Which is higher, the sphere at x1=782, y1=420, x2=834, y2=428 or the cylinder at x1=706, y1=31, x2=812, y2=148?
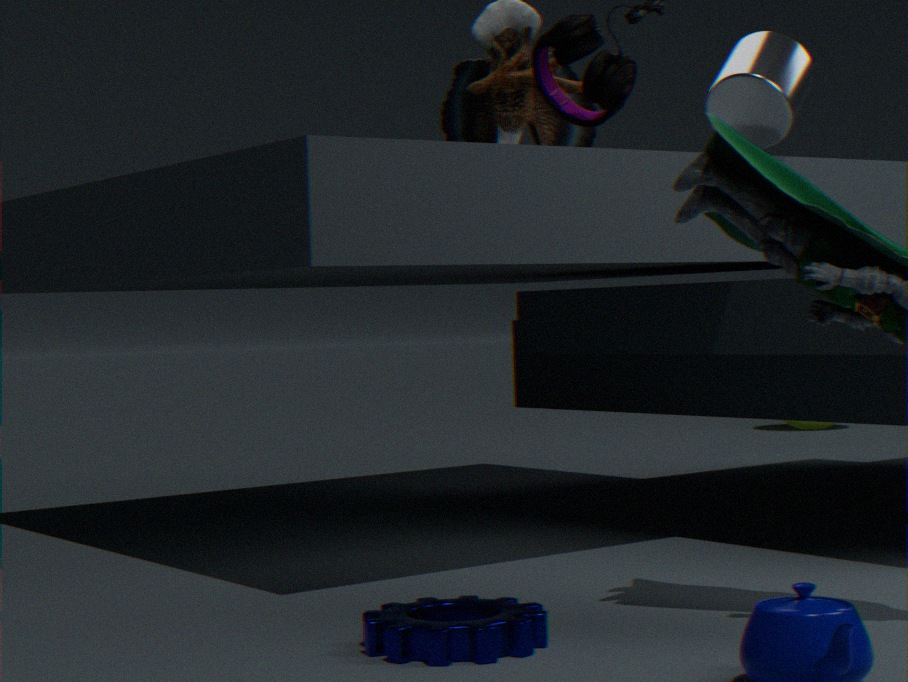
the cylinder at x1=706, y1=31, x2=812, y2=148
